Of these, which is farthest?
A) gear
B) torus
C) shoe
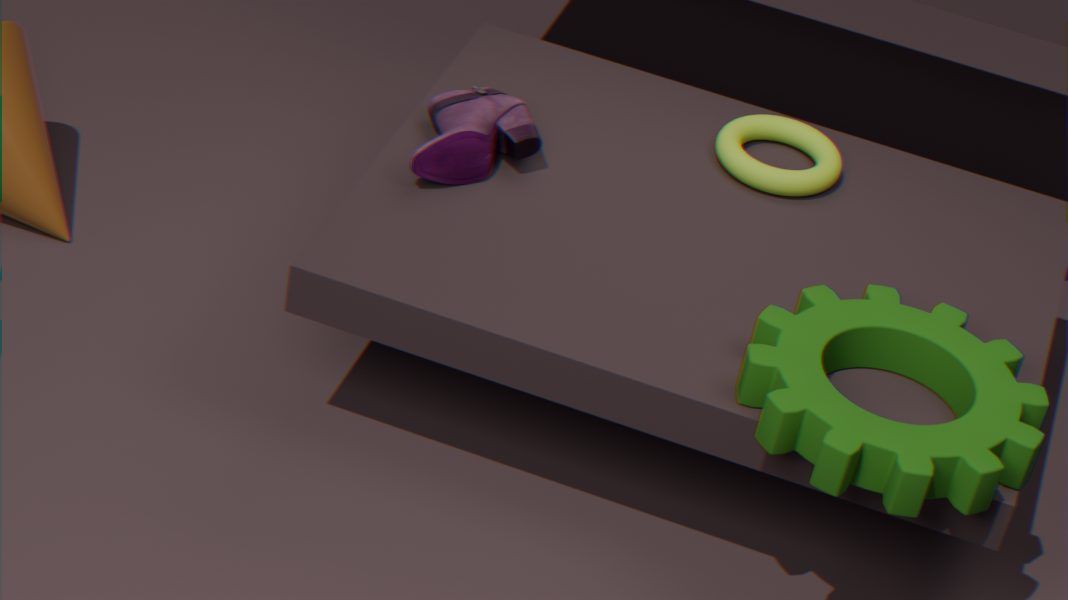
torus
